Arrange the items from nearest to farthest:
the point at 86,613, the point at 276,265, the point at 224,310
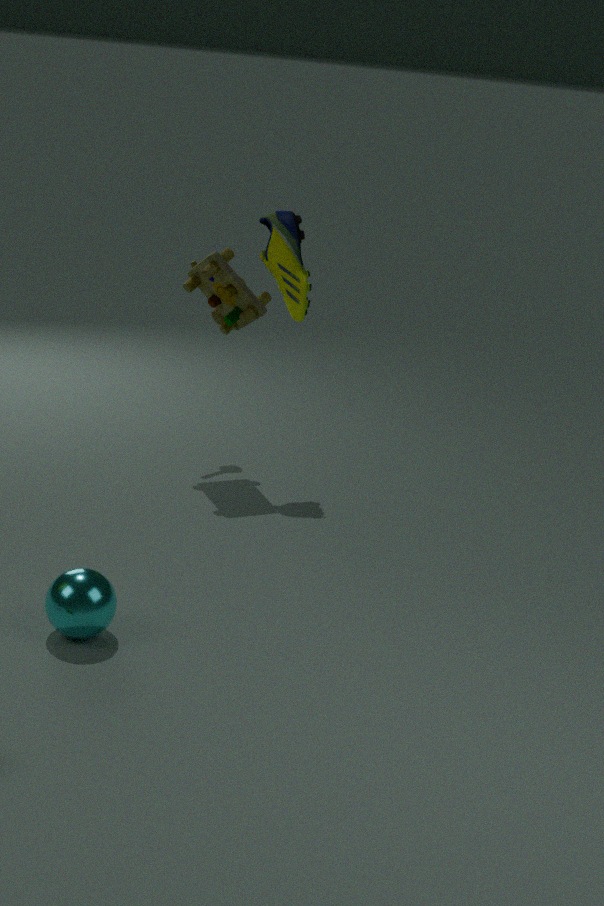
the point at 86,613, the point at 276,265, the point at 224,310
